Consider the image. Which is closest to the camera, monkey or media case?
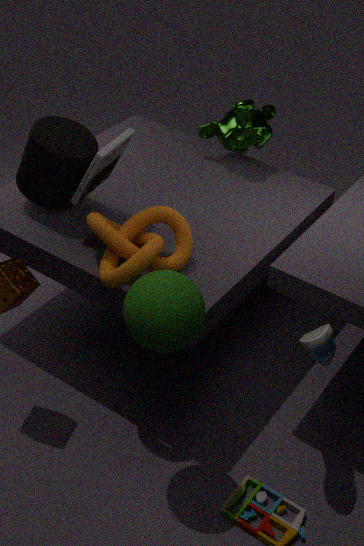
media case
